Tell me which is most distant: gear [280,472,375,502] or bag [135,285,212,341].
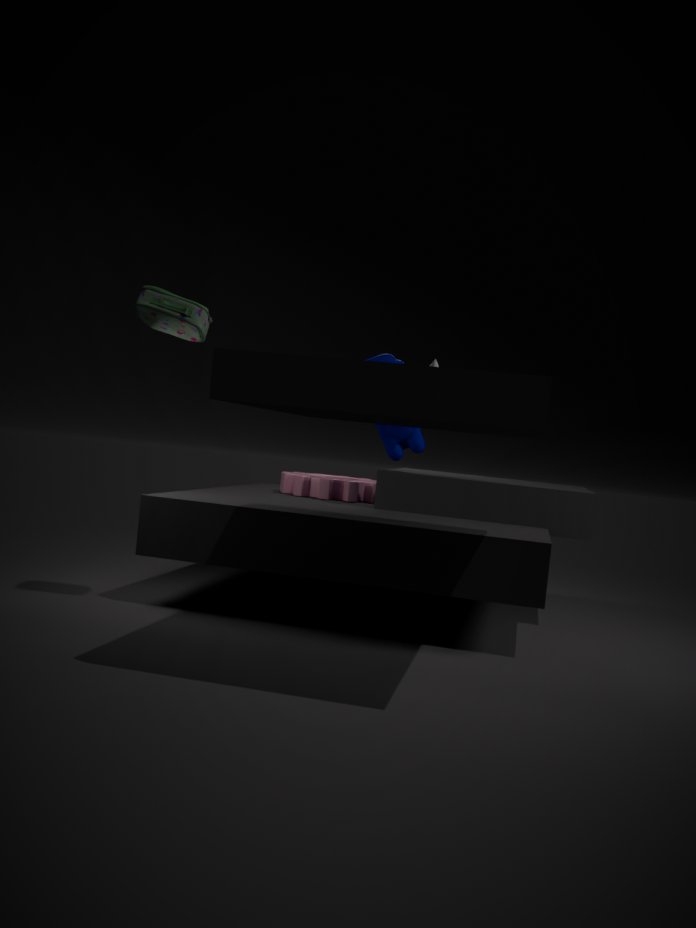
gear [280,472,375,502]
